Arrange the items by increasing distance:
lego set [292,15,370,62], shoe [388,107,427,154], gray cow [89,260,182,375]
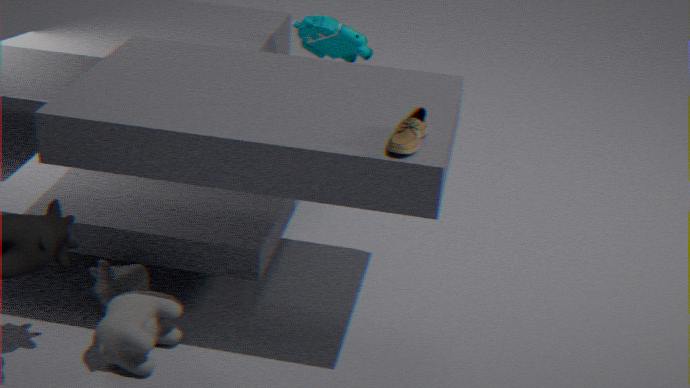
shoe [388,107,427,154]
gray cow [89,260,182,375]
lego set [292,15,370,62]
